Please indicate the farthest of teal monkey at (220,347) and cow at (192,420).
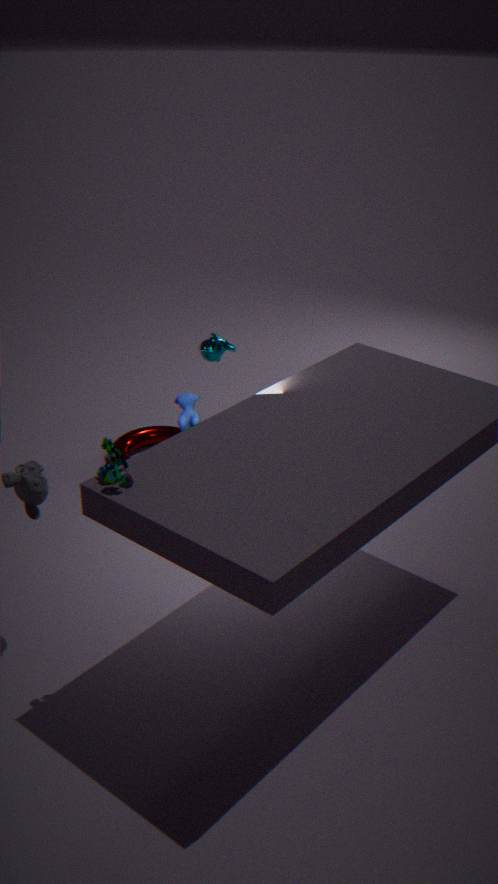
Result: teal monkey at (220,347)
